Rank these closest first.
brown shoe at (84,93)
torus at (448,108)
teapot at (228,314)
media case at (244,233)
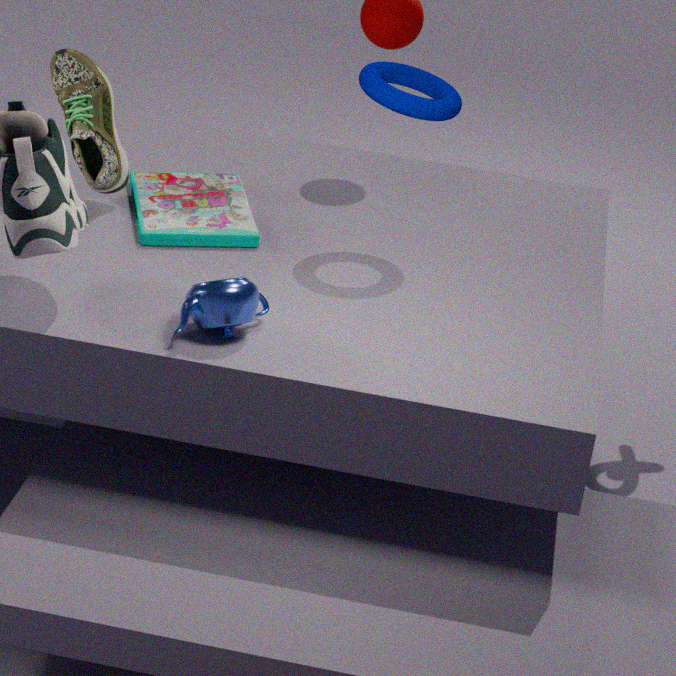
teapot at (228,314) < torus at (448,108) < media case at (244,233) < brown shoe at (84,93)
